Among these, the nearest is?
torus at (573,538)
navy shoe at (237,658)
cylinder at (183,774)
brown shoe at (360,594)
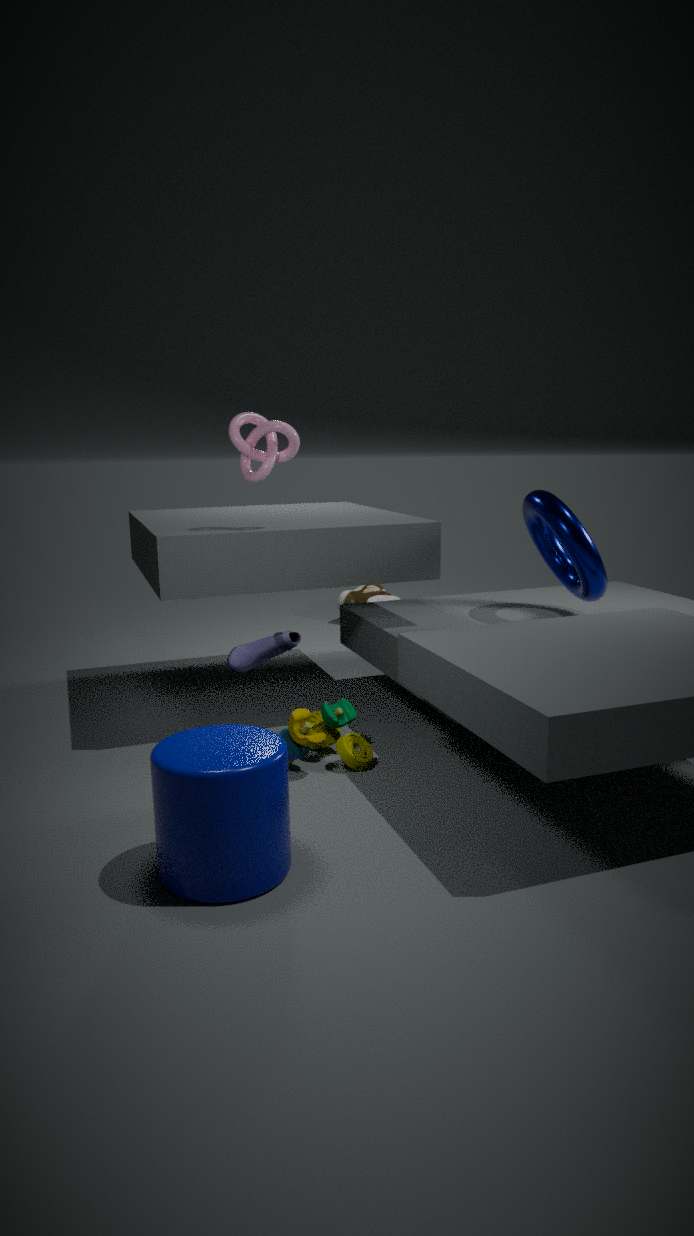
cylinder at (183,774)
